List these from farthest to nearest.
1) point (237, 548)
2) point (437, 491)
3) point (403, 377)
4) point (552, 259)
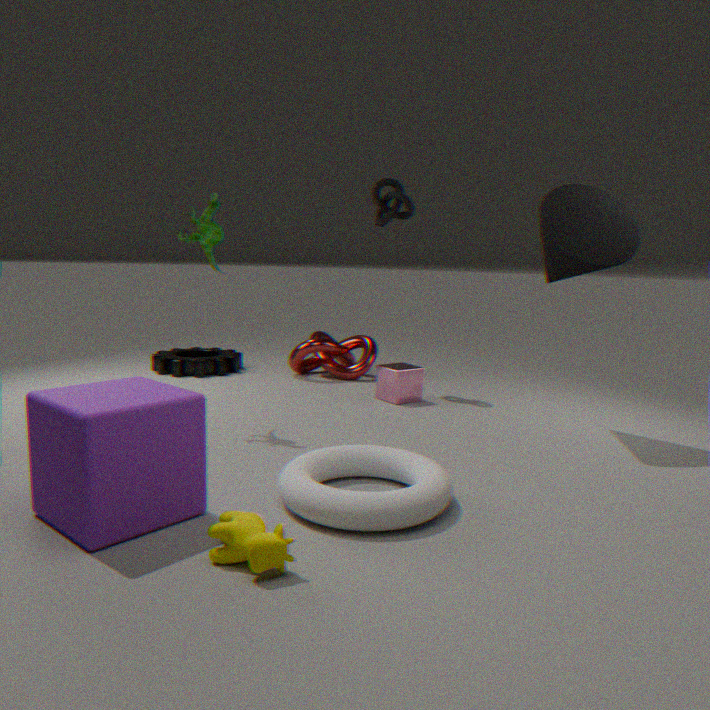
3. point (403, 377) → 4. point (552, 259) → 2. point (437, 491) → 1. point (237, 548)
